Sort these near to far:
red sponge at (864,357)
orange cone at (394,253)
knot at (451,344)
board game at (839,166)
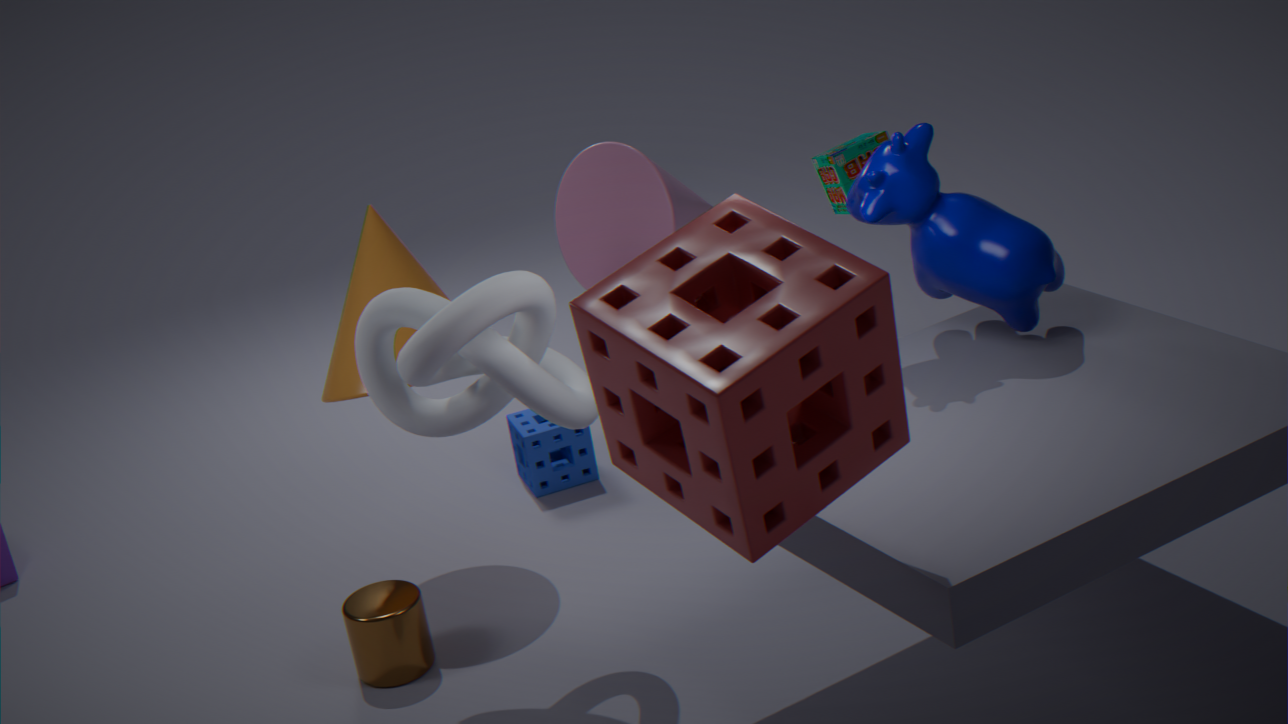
red sponge at (864,357) → knot at (451,344) → orange cone at (394,253) → board game at (839,166)
